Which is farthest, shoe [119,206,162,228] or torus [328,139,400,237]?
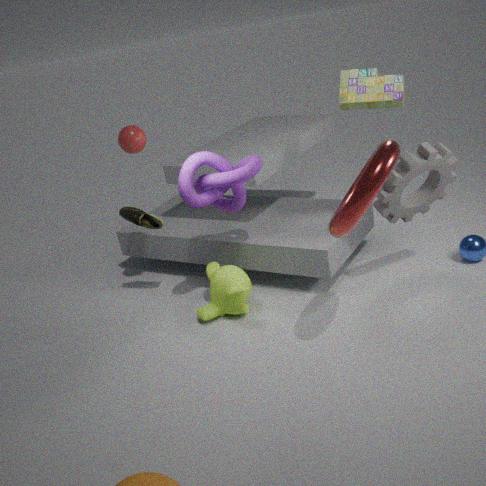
shoe [119,206,162,228]
